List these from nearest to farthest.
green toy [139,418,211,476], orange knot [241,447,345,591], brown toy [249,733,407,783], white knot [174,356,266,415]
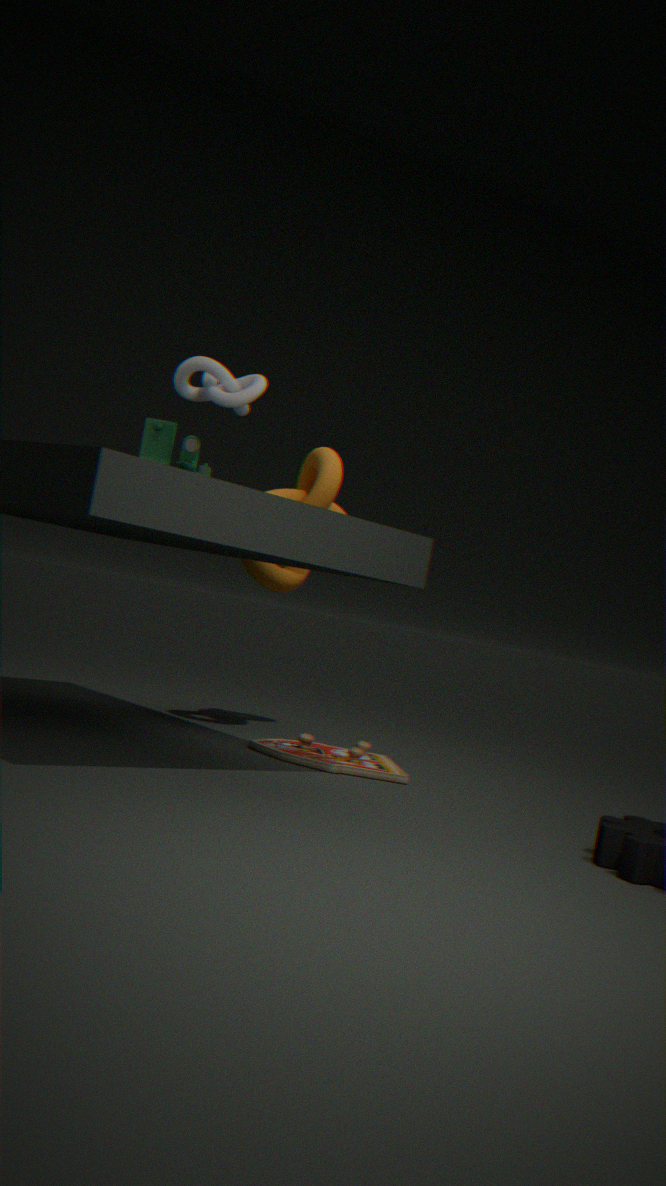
white knot [174,356,266,415] < green toy [139,418,211,476] < brown toy [249,733,407,783] < orange knot [241,447,345,591]
